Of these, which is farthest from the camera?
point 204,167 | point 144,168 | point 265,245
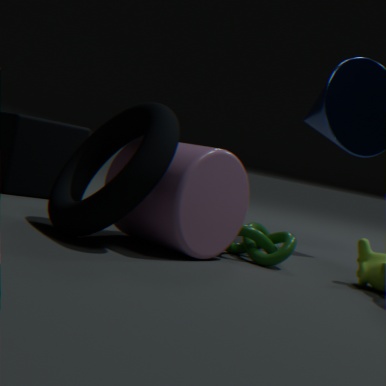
point 265,245
